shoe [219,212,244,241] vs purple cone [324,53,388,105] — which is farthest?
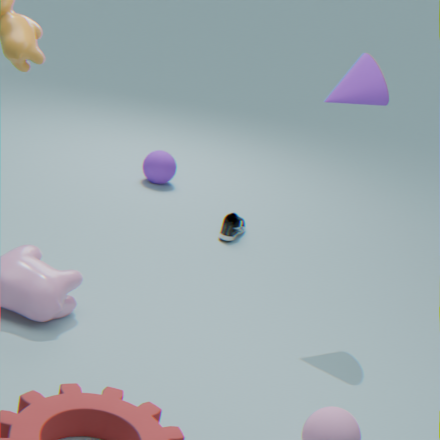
shoe [219,212,244,241]
